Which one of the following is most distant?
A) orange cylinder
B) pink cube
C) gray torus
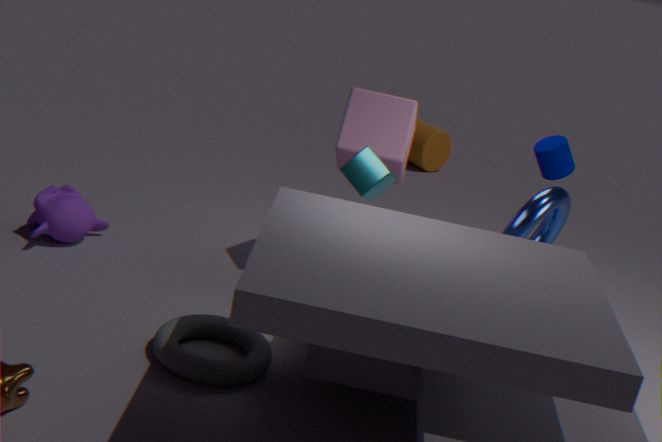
orange cylinder
